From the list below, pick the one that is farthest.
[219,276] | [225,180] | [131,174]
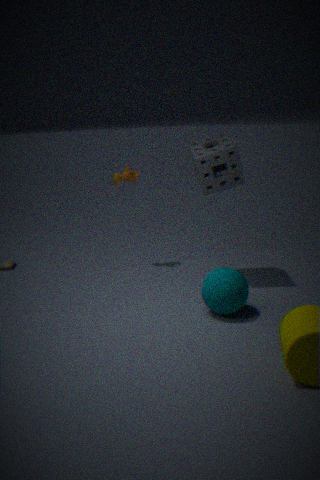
[131,174]
